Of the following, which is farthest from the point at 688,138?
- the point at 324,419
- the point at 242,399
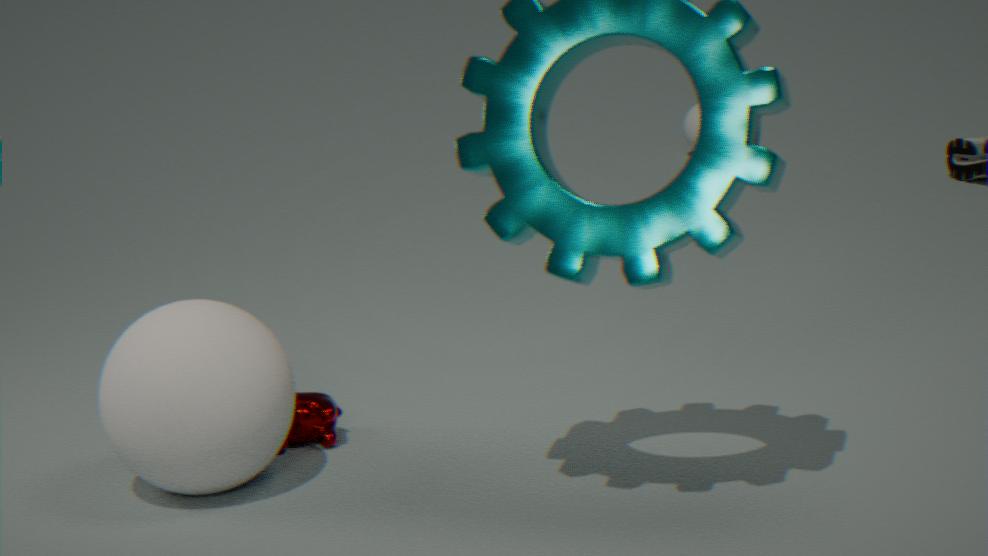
the point at 242,399
